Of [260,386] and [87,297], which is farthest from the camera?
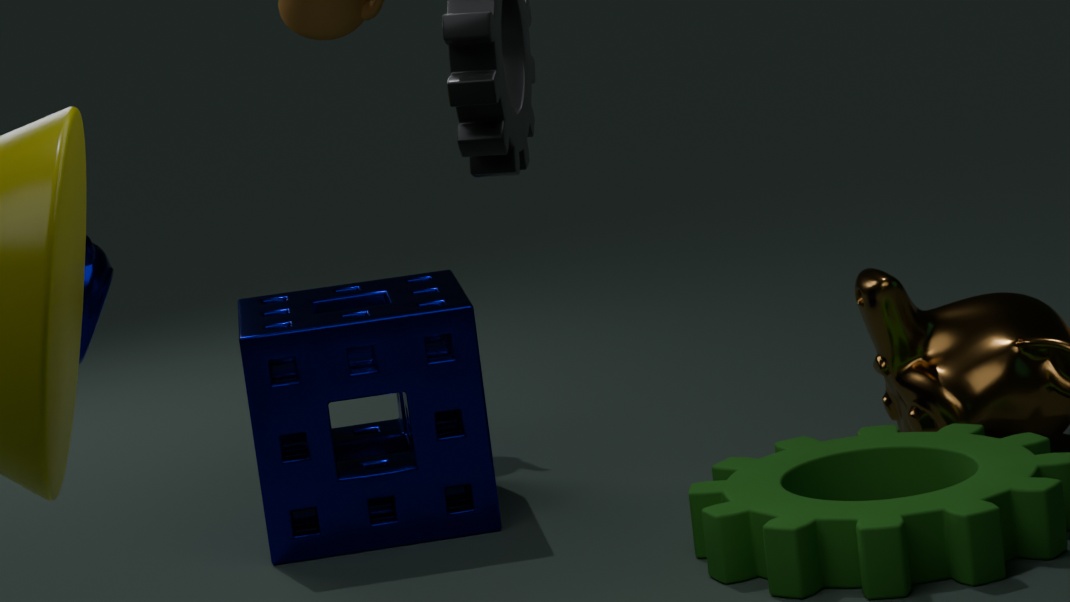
[260,386]
